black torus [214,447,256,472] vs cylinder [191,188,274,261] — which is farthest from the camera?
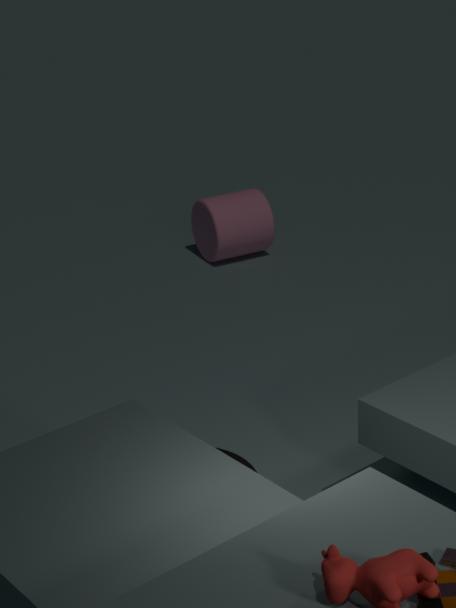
cylinder [191,188,274,261]
